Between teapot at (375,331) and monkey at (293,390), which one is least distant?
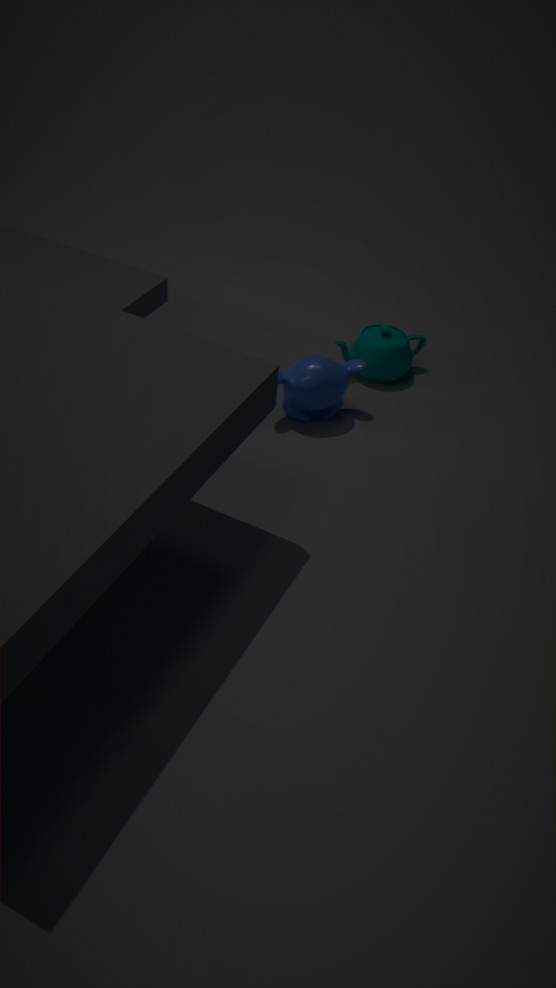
monkey at (293,390)
